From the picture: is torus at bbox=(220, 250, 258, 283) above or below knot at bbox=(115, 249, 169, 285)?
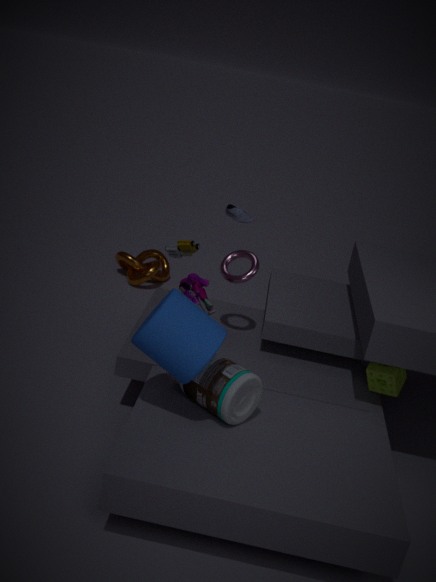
above
